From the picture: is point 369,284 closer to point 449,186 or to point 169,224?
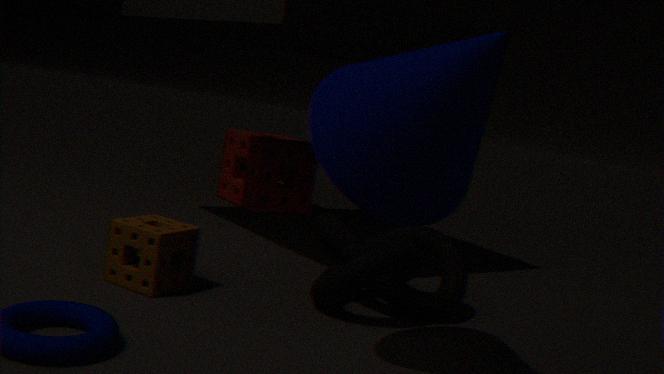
point 169,224
